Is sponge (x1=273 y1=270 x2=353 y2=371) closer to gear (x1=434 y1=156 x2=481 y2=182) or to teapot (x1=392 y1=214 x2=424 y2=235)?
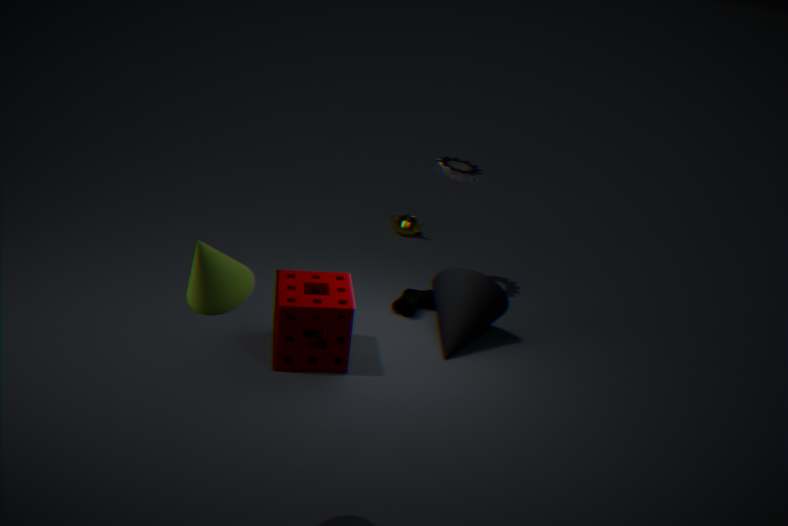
gear (x1=434 y1=156 x2=481 y2=182)
